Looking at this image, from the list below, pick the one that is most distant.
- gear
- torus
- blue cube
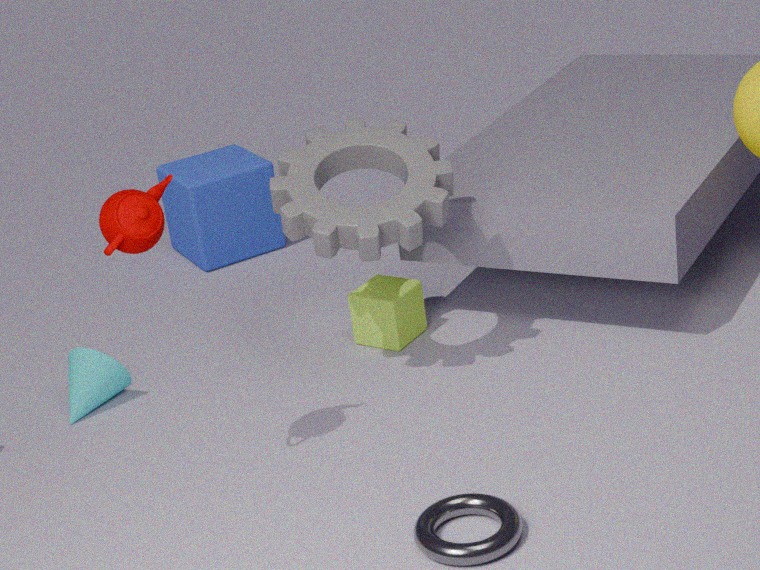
blue cube
